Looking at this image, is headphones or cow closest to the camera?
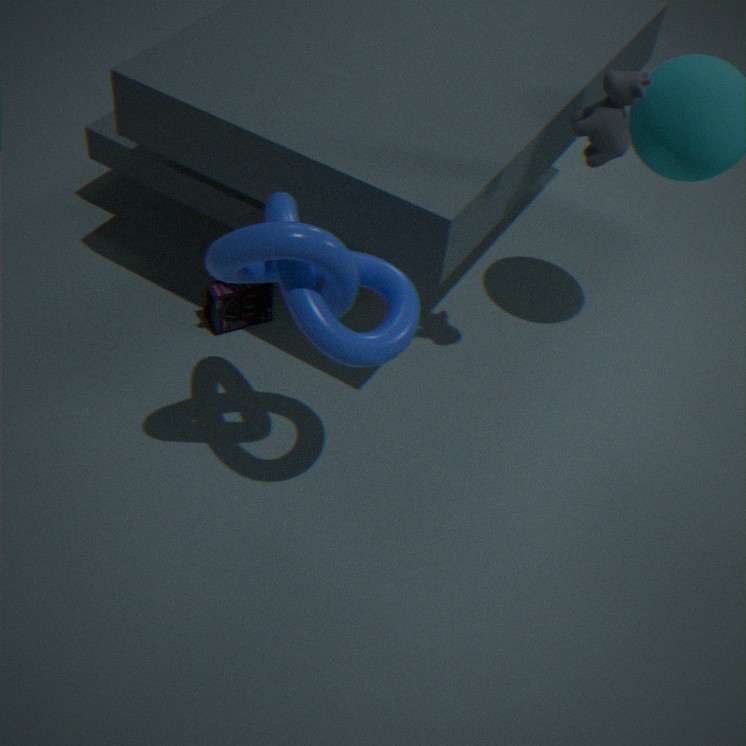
cow
